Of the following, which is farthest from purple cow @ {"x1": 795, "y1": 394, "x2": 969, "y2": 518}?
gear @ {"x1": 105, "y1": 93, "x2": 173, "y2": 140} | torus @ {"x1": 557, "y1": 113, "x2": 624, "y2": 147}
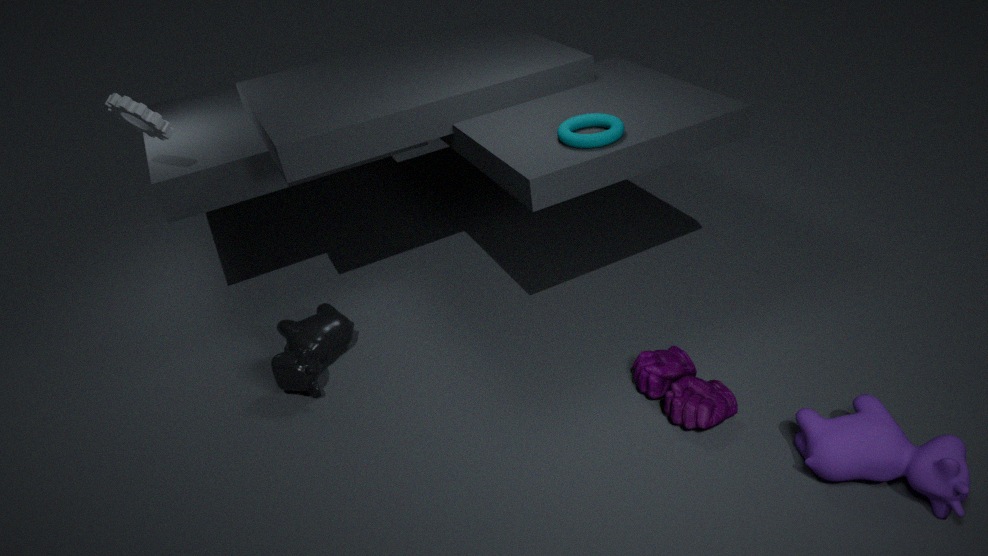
gear @ {"x1": 105, "y1": 93, "x2": 173, "y2": 140}
